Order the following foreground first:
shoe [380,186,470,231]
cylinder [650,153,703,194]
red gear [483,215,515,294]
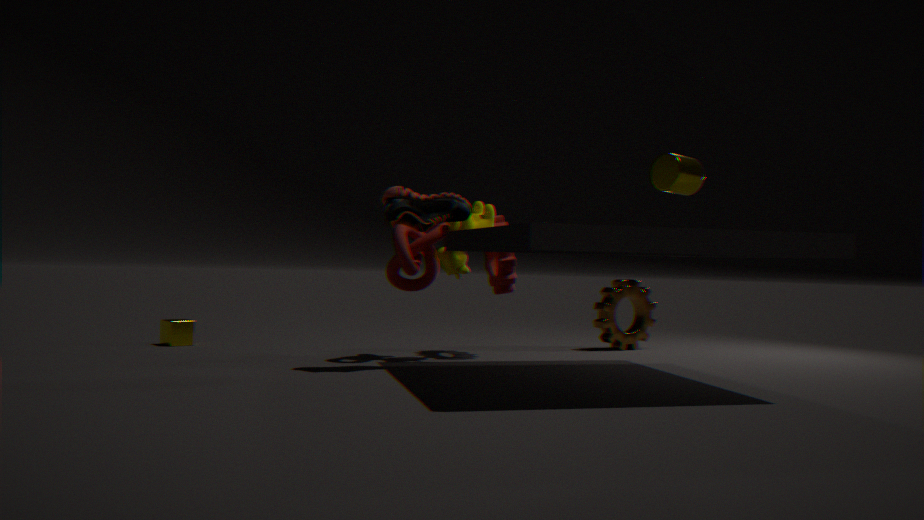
cylinder [650,153,703,194] < shoe [380,186,470,231] < red gear [483,215,515,294]
